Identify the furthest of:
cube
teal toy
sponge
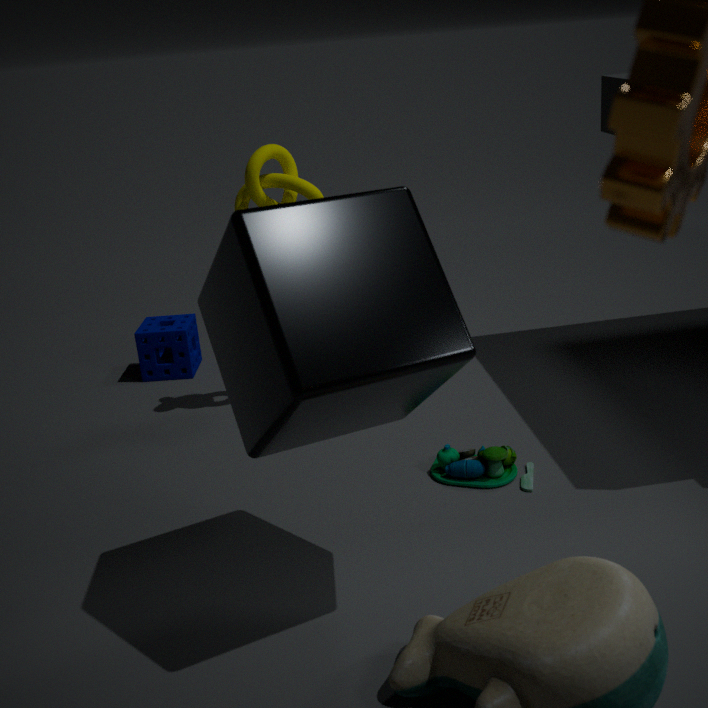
sponge
